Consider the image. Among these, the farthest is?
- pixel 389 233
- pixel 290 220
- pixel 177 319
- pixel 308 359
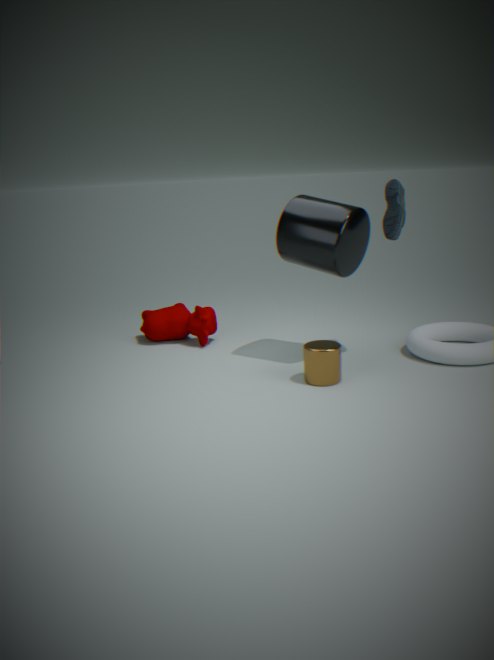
pixel 177 319
